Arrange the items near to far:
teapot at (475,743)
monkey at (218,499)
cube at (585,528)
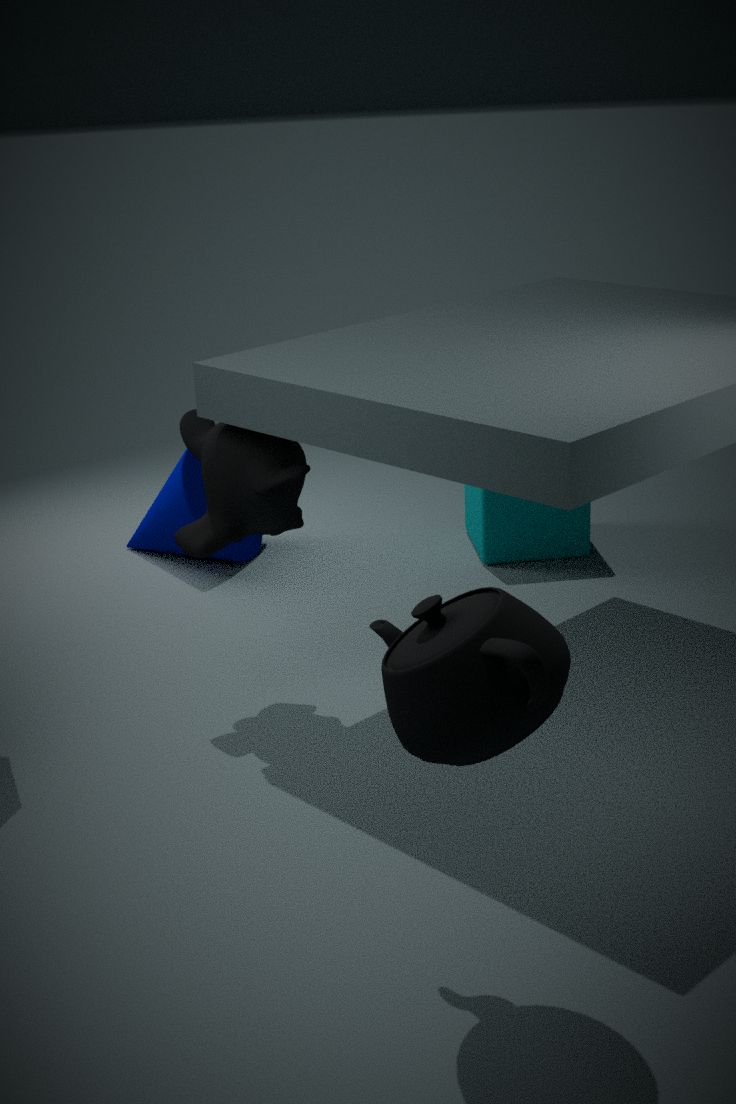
teapot at (475,743), monkey at (218,499), cube at (585,528)
